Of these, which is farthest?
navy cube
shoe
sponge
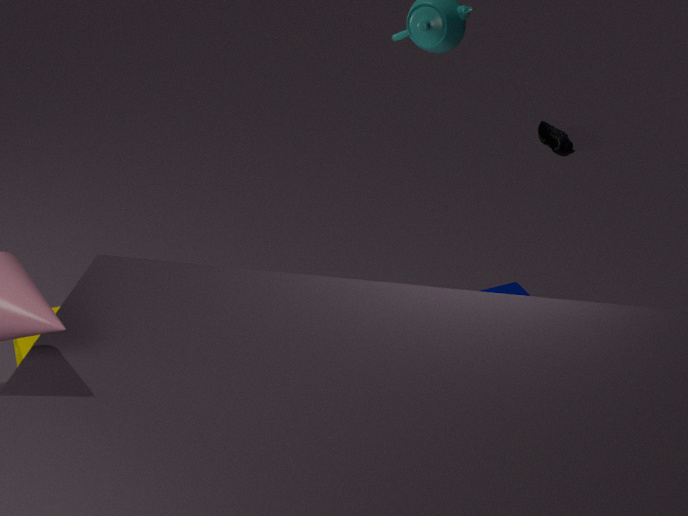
shoe
